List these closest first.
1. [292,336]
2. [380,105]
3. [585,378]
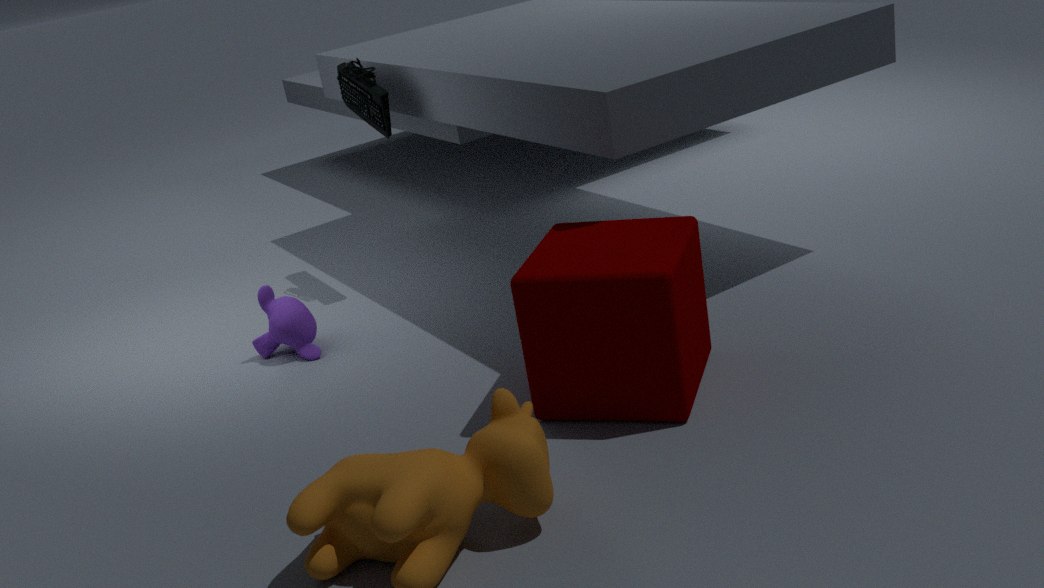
1. [585,378]
2. [292,336]
3. [380,105]
